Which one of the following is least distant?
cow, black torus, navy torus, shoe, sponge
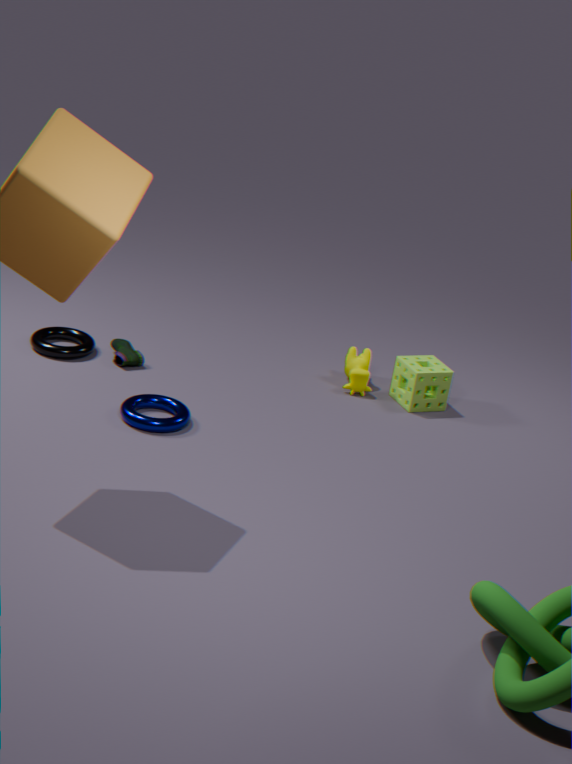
navy torus
